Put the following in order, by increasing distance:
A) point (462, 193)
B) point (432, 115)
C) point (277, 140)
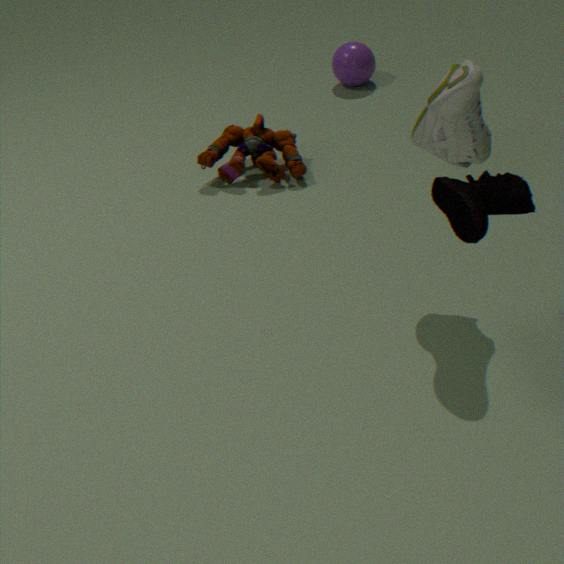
1. point (462, 193)
2. point (432, 115)
3. point (277, 140)
